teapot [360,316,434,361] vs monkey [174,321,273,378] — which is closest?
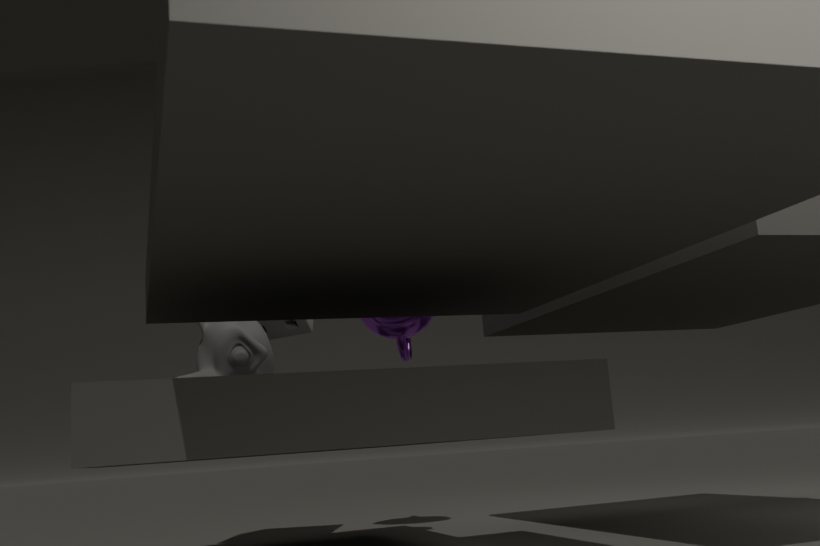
monkey [174,321,273,378]
